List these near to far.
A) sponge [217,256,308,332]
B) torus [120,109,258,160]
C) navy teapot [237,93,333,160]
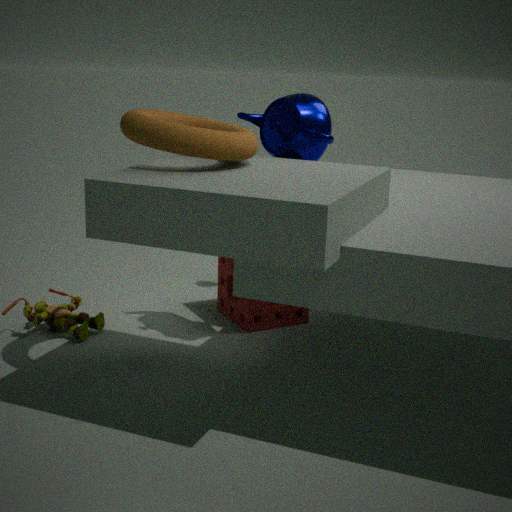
torus [120,109,258,160], navy teapot [237,93,333,160], sponge [217,256,308,332]
